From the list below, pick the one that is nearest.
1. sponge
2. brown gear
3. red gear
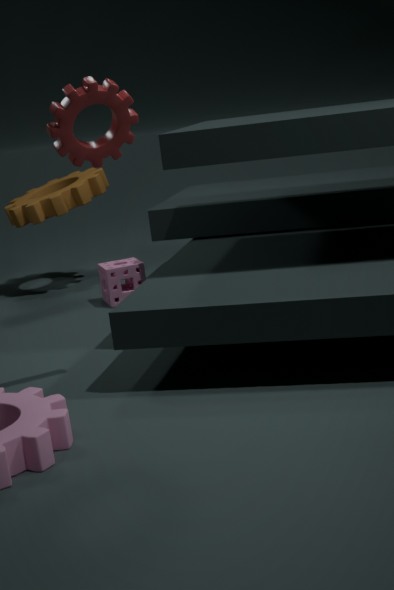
red gear
